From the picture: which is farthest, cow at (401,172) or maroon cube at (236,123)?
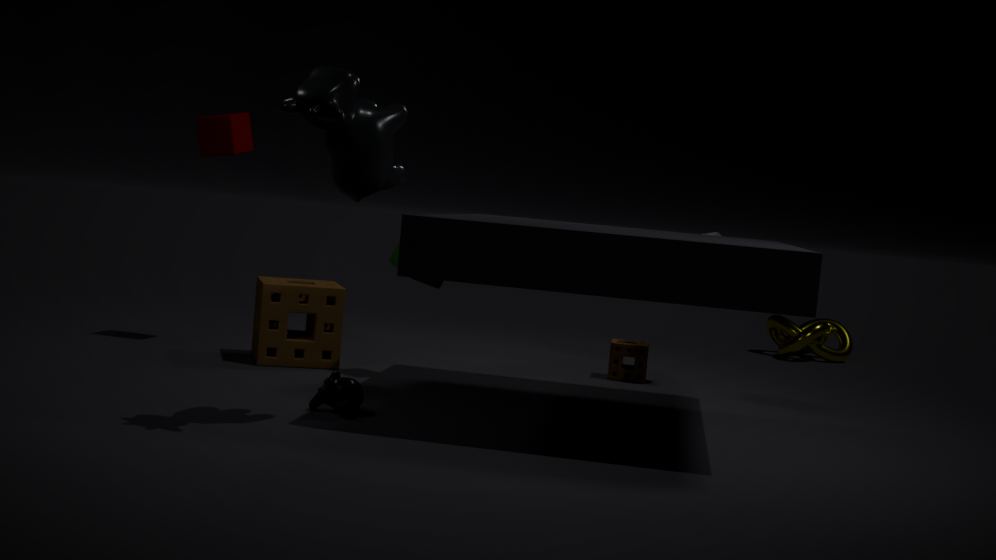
maroon cube at (236,123)
